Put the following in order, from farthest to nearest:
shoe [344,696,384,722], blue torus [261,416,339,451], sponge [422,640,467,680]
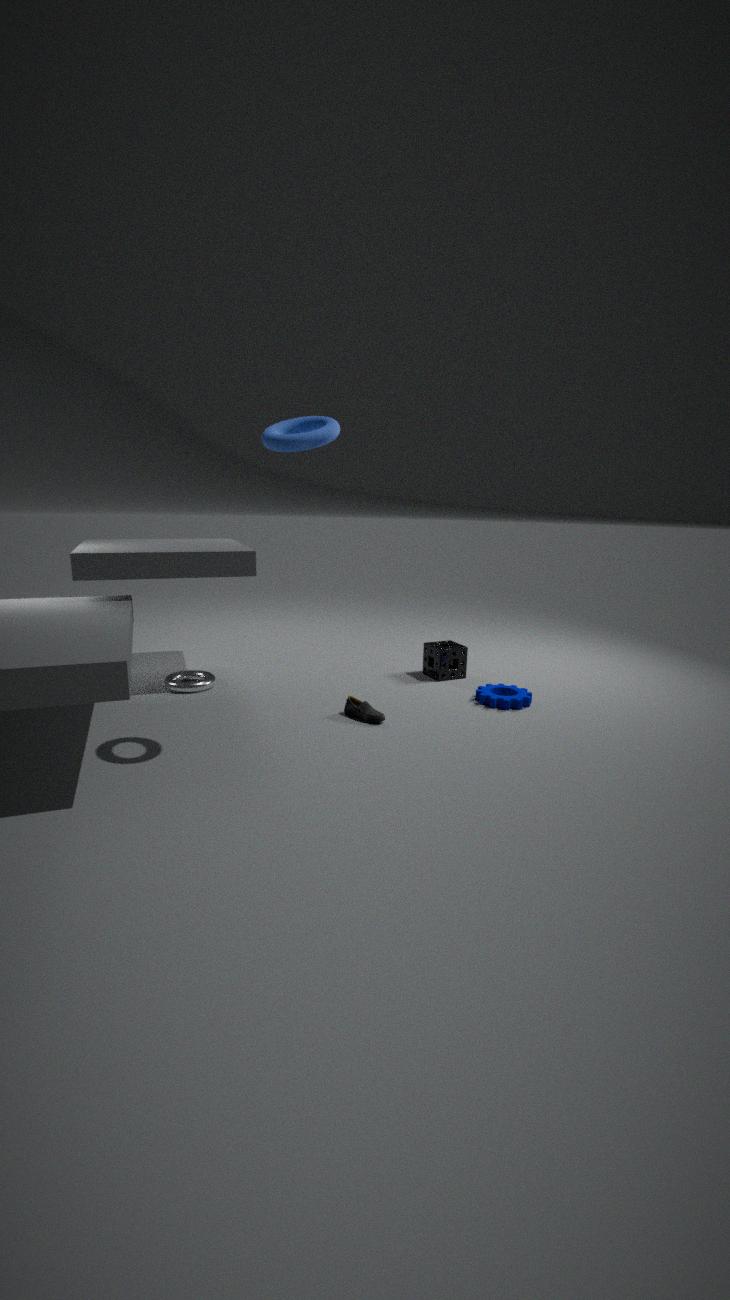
sponge [422,640,467,680] → shoe [344,696,384,722] → blue torus [261,416,339,451]
